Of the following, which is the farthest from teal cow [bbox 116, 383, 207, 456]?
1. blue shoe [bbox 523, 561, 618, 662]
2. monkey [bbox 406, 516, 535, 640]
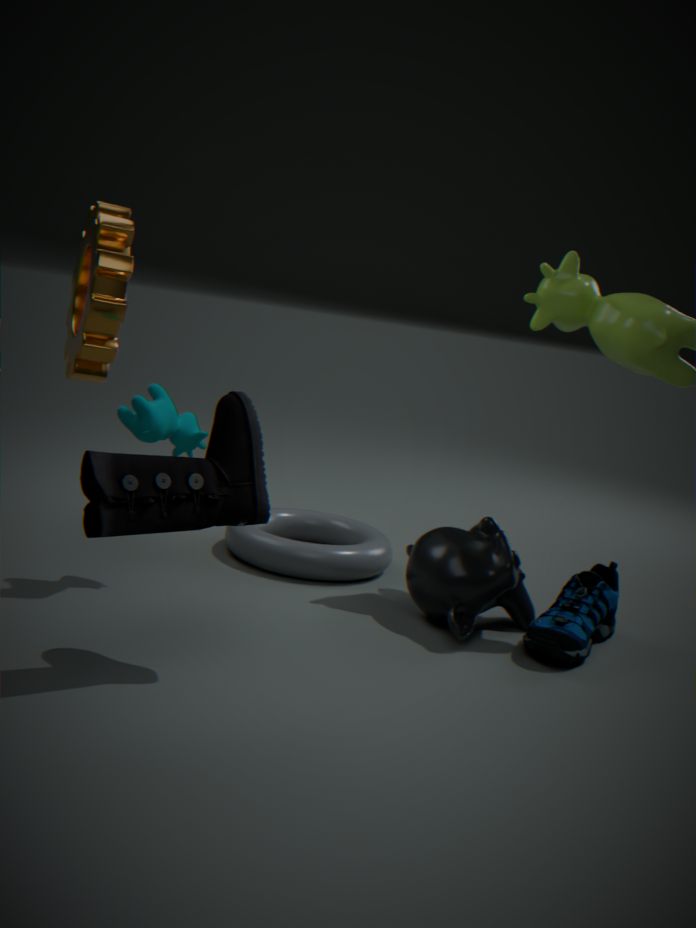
blue shoe [bbox 523, 561, 618, 662]
